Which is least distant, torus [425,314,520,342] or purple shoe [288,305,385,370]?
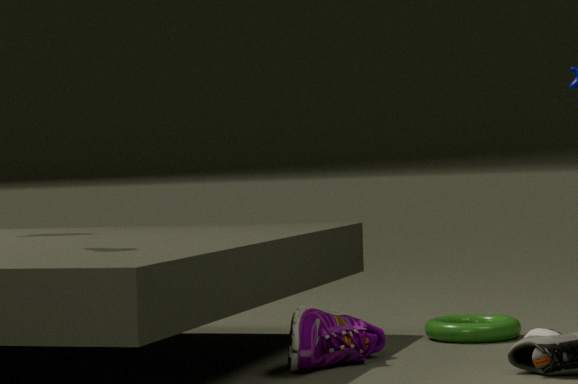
purple shoe [288,305,385,370]
